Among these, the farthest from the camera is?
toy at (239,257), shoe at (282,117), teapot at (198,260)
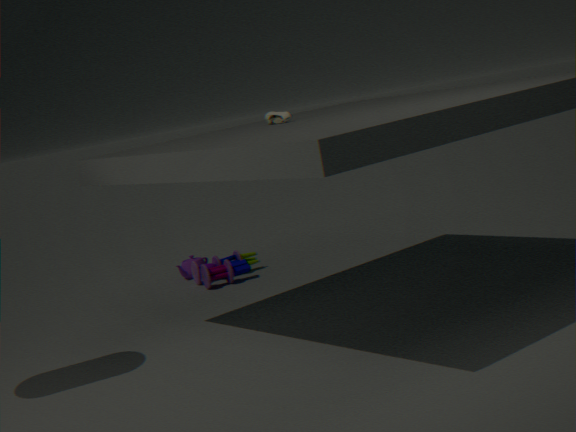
teapot at (198,260)
